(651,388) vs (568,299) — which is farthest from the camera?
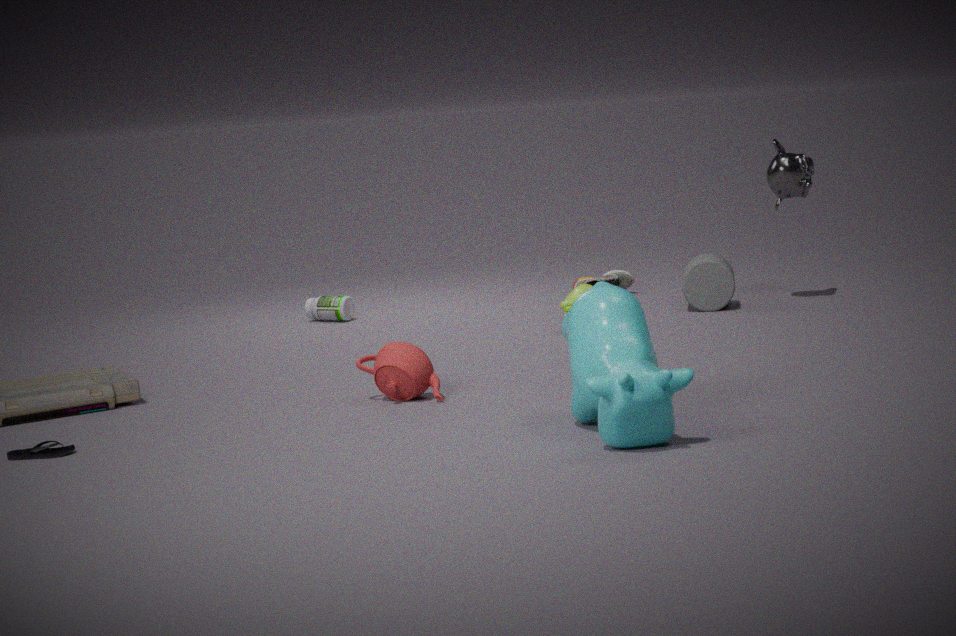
(568,299)
